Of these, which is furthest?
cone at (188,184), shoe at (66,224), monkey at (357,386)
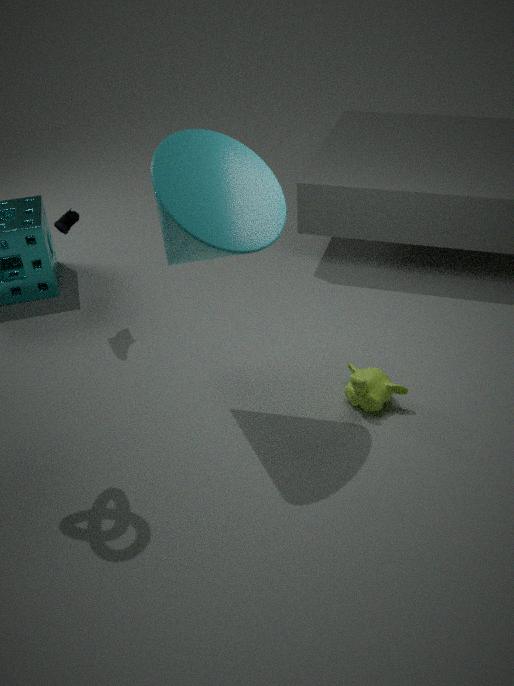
shoe at (66,224)
